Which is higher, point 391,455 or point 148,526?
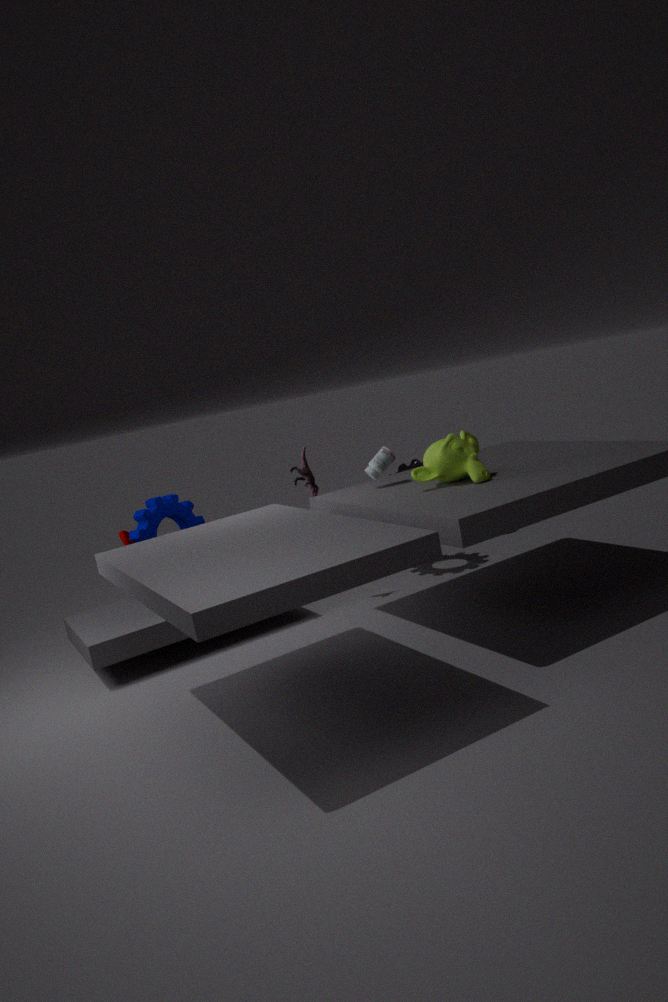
point 391,455
